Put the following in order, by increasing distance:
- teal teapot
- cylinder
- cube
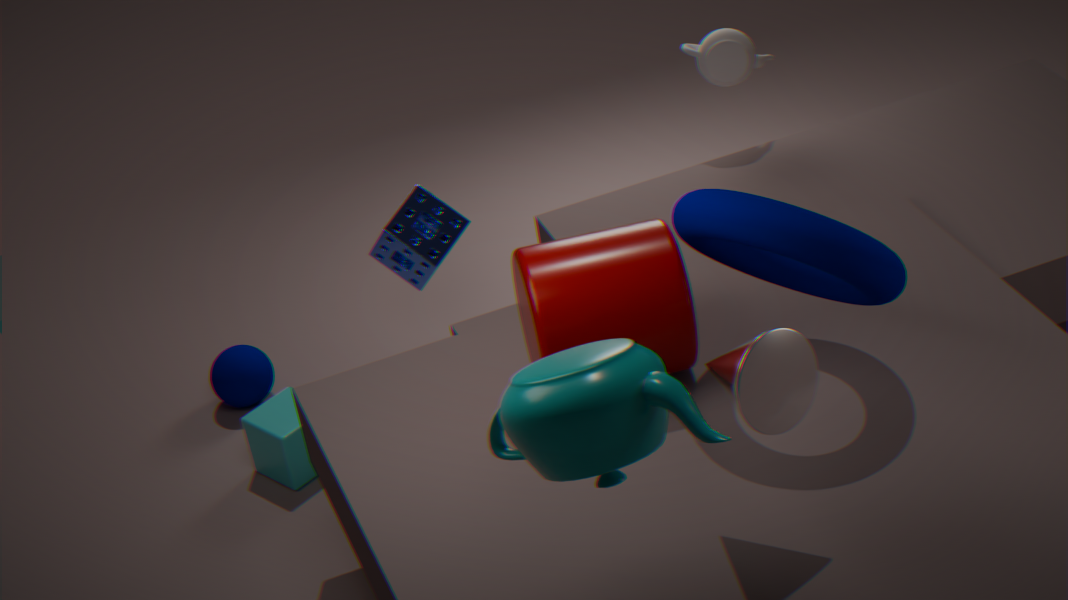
1. teal teapot
2. cylinder
3. cube
